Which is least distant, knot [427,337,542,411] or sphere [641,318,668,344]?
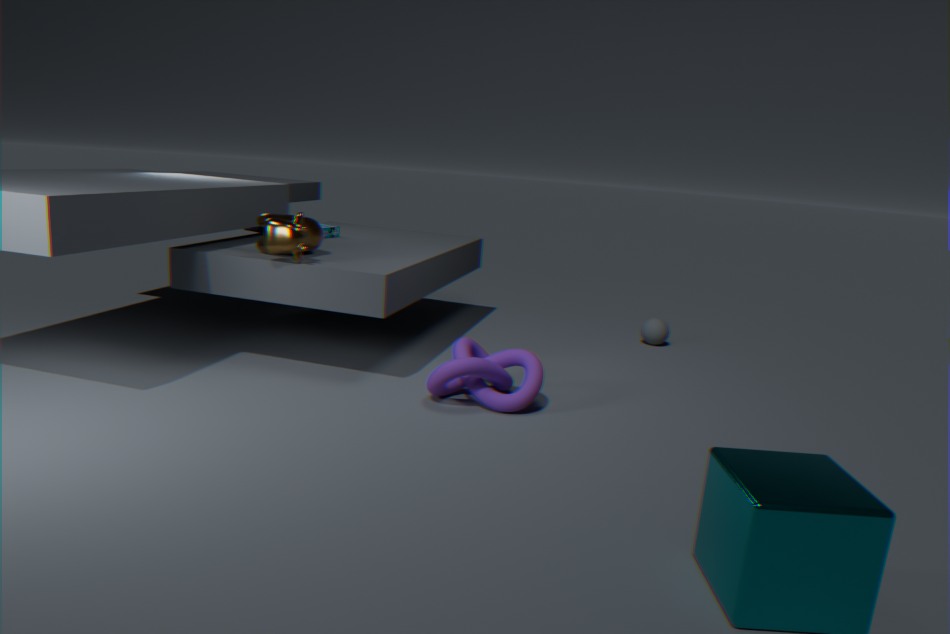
knot [427,337,542,411]
